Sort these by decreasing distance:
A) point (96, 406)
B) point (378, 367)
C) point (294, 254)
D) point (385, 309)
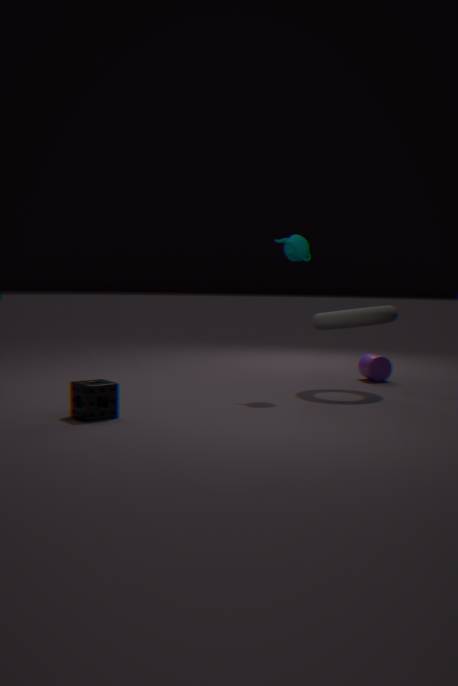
1. B. point (378, 367)
2. D. point (385, 309)
3. C. point (294, 254)
4. A. point (96, 406)
